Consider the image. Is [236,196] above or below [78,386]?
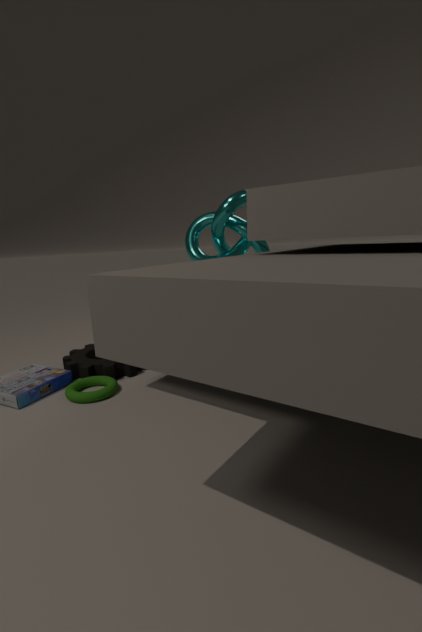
above
